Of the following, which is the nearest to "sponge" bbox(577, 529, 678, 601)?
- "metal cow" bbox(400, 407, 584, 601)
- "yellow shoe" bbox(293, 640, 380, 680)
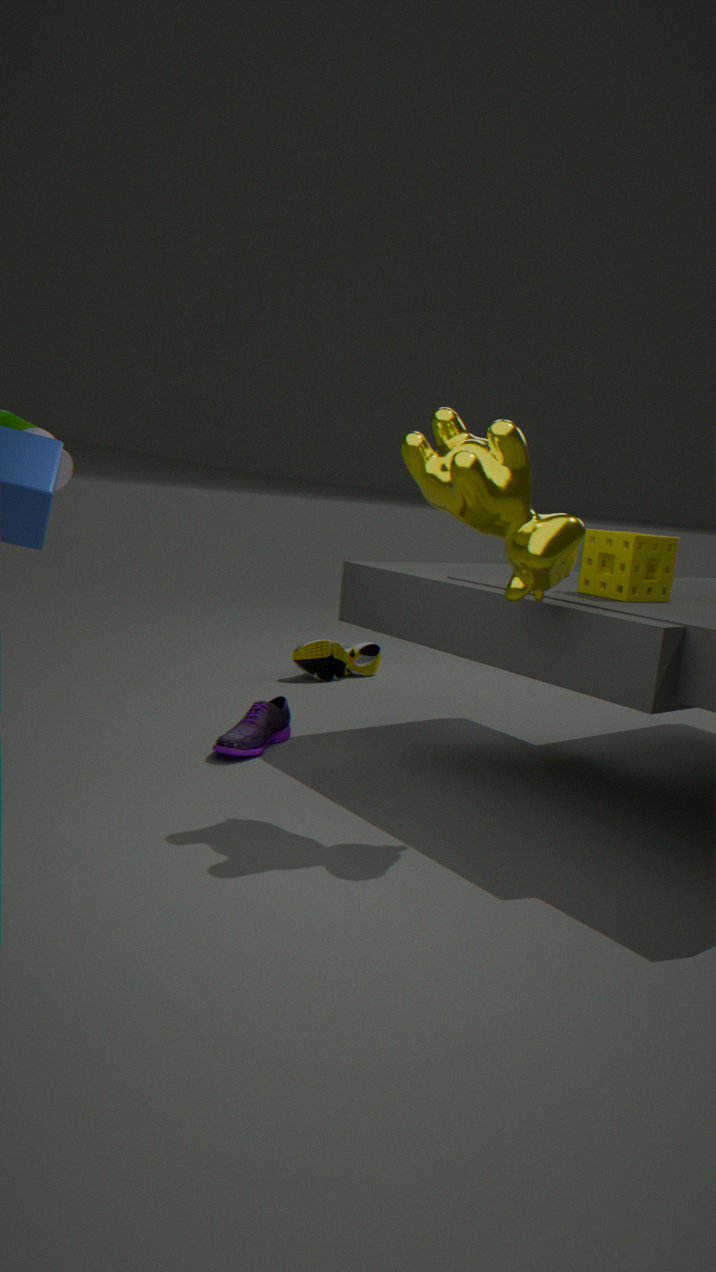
"metal cow" bbox(400, 407, 584, 601)
